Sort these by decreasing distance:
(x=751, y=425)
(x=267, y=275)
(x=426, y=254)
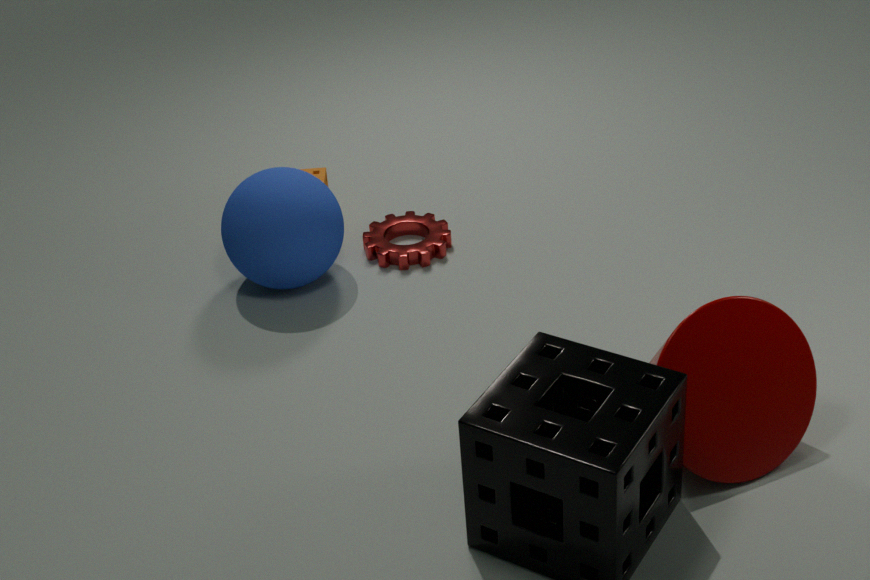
(x=426, y=254) < (x=267, y=275) < (x=751, y=425)
